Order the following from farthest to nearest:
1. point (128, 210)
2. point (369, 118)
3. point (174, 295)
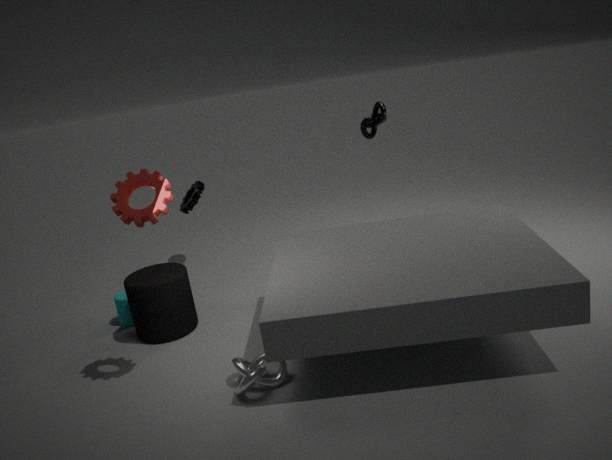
1. point (369, 118)
2. point (174, 295)
3. point (128, 210)
